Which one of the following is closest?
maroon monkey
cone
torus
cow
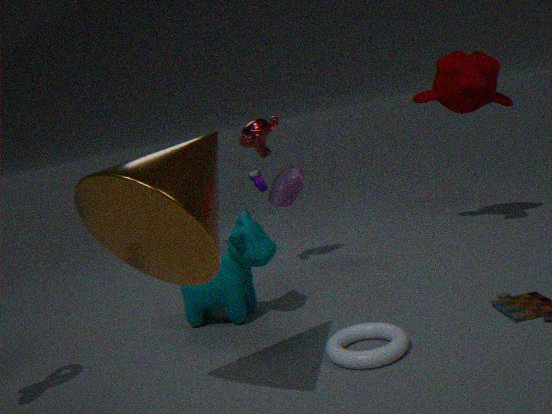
cone
